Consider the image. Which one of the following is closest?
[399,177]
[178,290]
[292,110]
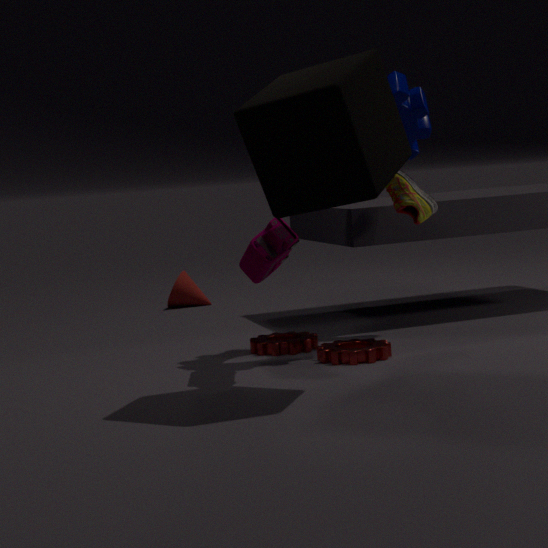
[292,110]
